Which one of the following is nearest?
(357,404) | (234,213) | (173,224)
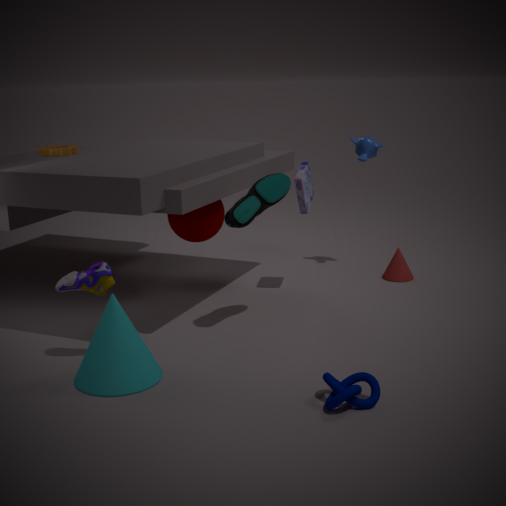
(357,404)
